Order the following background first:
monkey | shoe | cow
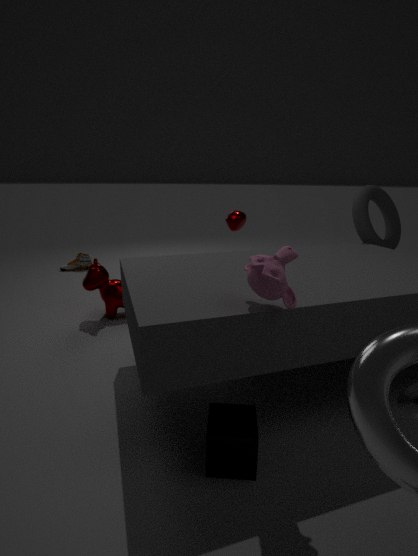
1. shoe
2. cow
3. monkey
